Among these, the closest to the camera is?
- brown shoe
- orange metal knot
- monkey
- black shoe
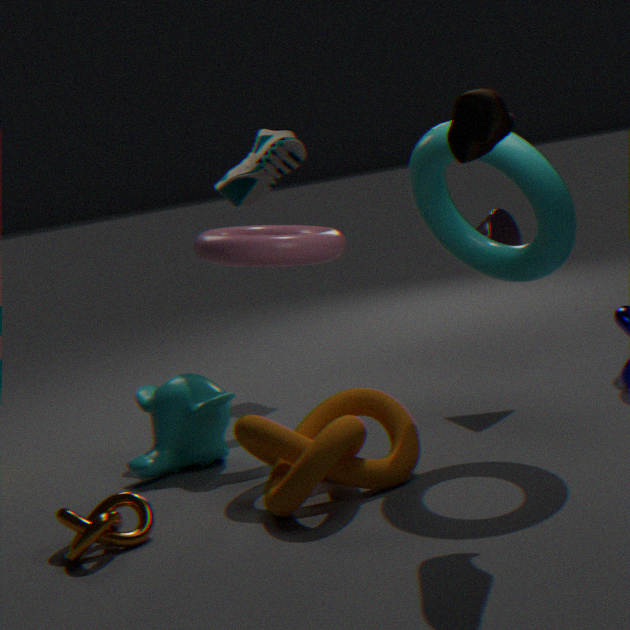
brown shoe
